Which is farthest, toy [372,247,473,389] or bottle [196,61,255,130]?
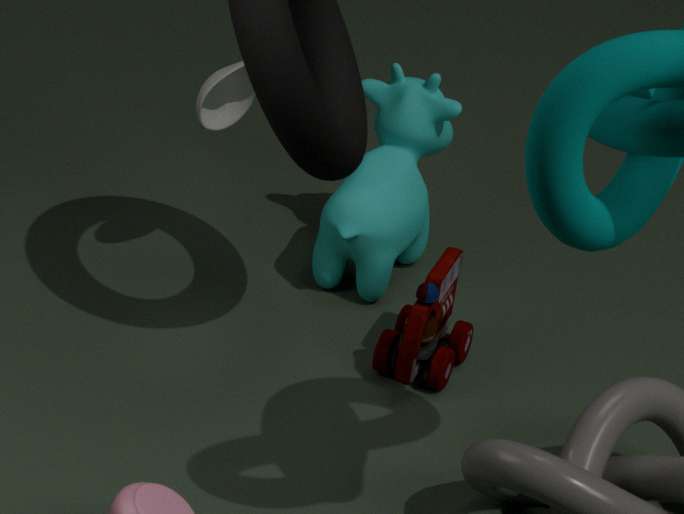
bottle [196,61,255,130]
